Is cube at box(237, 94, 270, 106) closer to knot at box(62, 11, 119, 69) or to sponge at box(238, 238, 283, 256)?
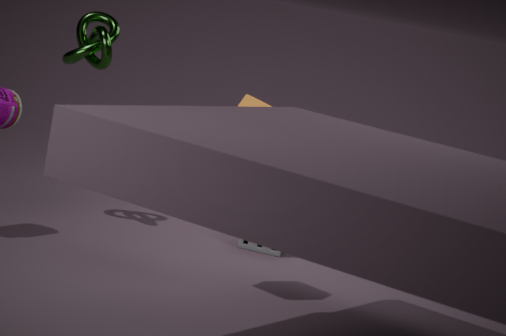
sponge at box(238, 238, 283, 256)
